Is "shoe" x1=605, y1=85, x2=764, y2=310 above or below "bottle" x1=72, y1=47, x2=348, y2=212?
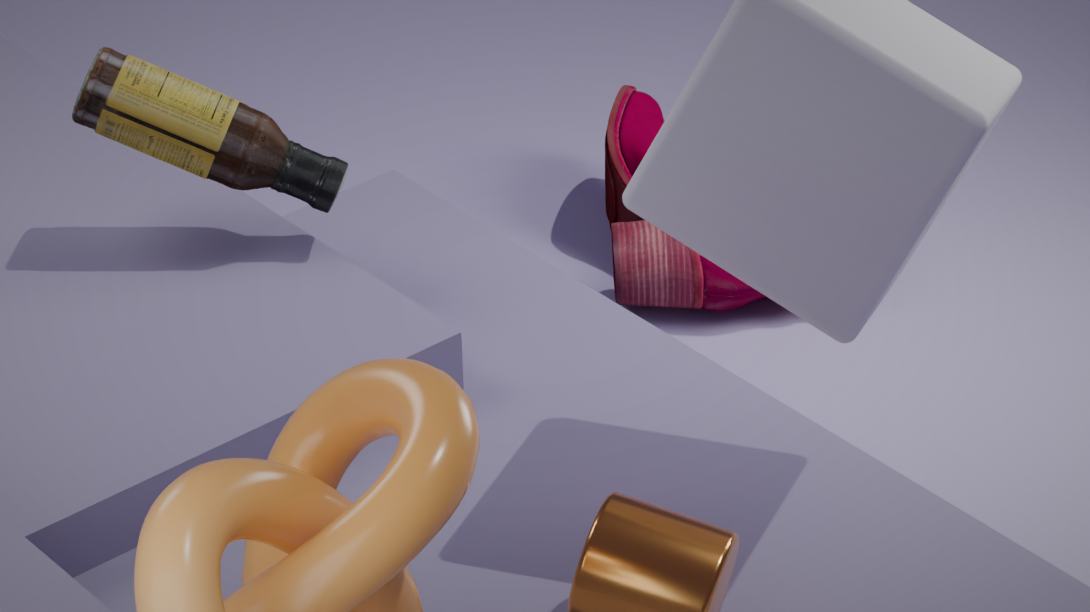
below
